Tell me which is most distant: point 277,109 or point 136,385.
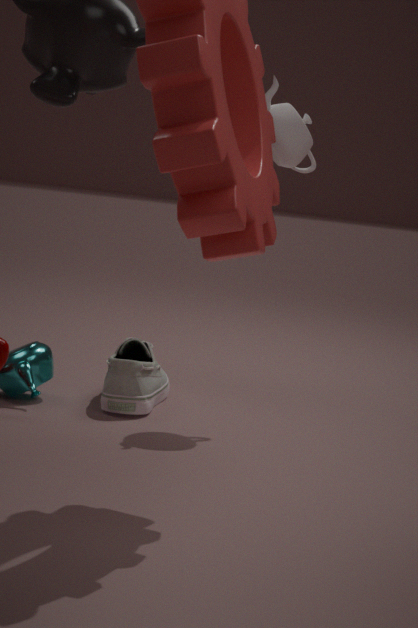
point 277,109
